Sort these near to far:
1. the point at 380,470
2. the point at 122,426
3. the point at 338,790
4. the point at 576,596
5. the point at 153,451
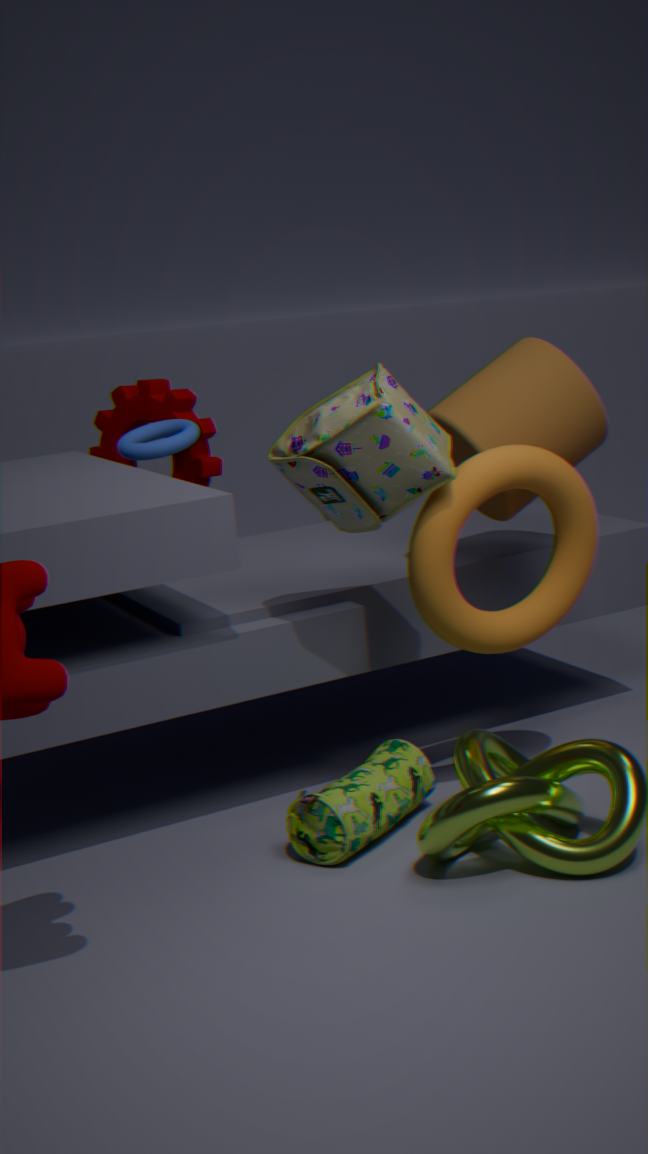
the point at 380,470
the point at 338,790
the point at 576,596
the point at 153,451
the point at 122,426
